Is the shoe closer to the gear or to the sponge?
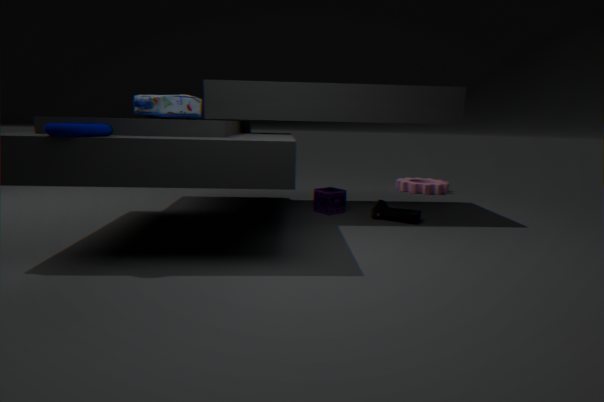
the sponge
